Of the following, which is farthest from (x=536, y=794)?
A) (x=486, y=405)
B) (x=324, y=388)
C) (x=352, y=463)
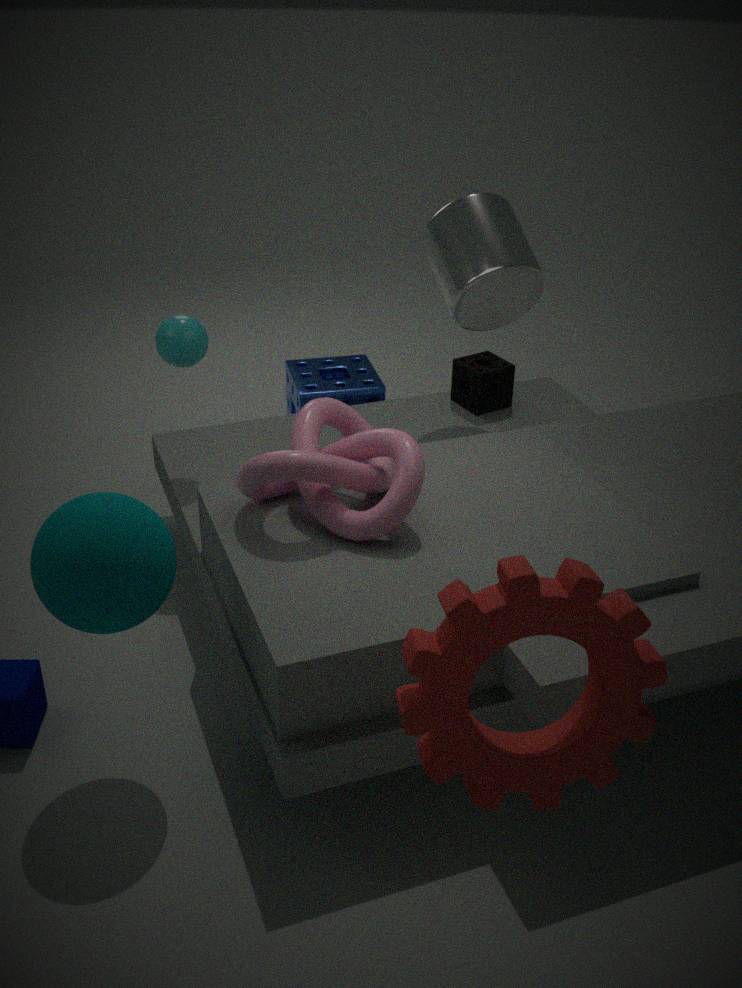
(x=324, y=388)
